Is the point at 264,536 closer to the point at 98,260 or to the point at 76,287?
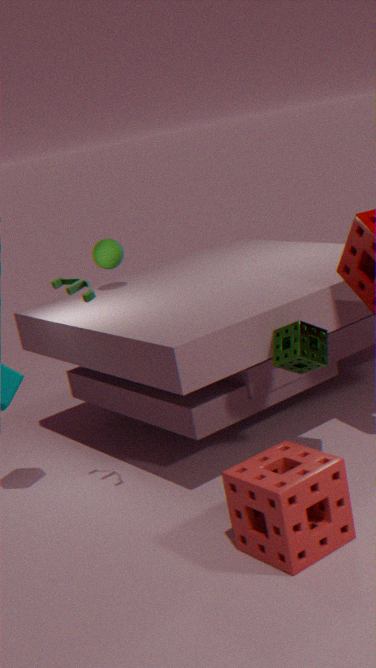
the point at 76,287
